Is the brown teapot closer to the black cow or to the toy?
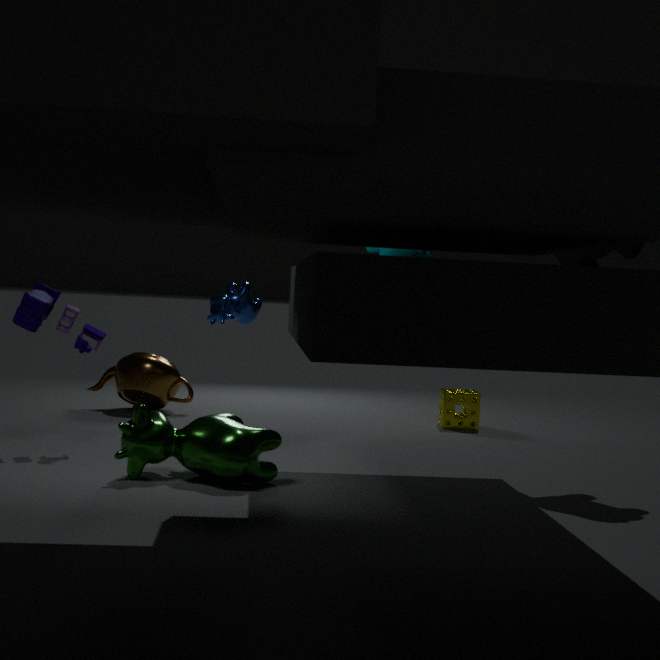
the toy
